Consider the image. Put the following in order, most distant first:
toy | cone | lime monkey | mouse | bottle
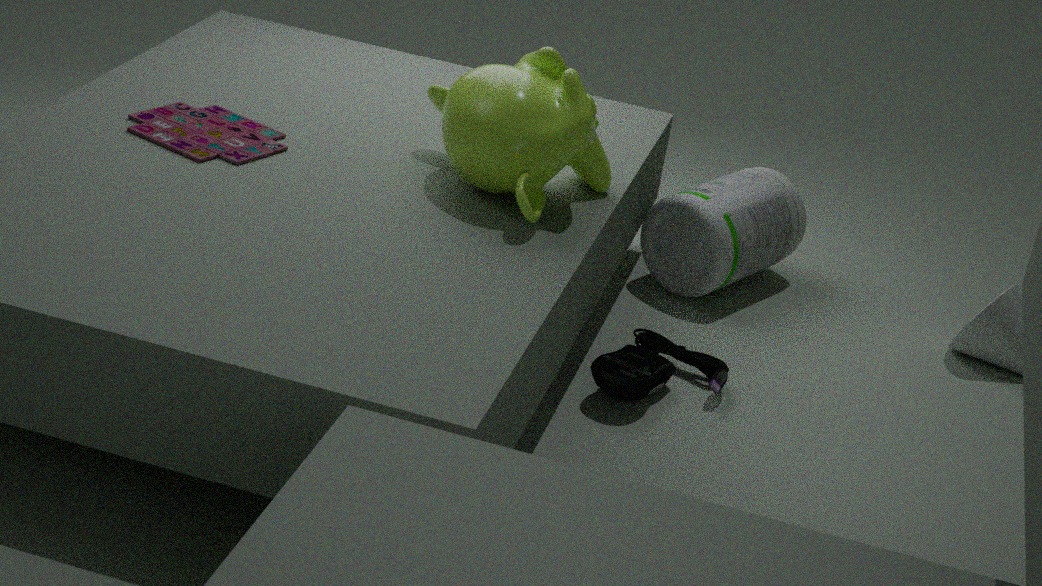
bottle < cone < toy < mouse < lime monkey
